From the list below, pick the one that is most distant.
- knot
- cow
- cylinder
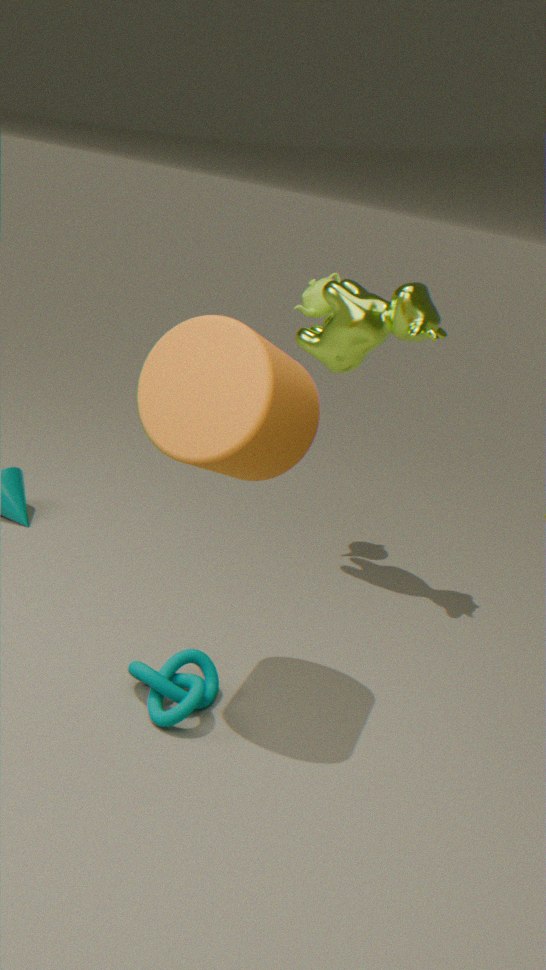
cow
